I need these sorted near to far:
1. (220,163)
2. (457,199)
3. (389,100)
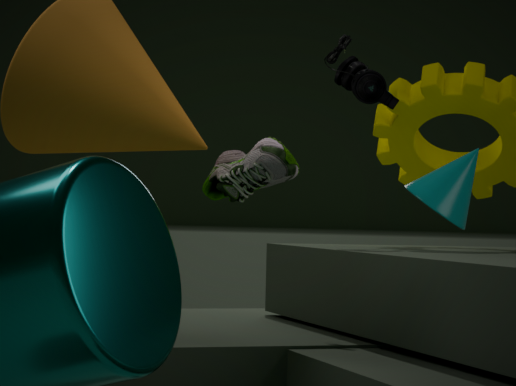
(220,163), (457,199), (389,100)
